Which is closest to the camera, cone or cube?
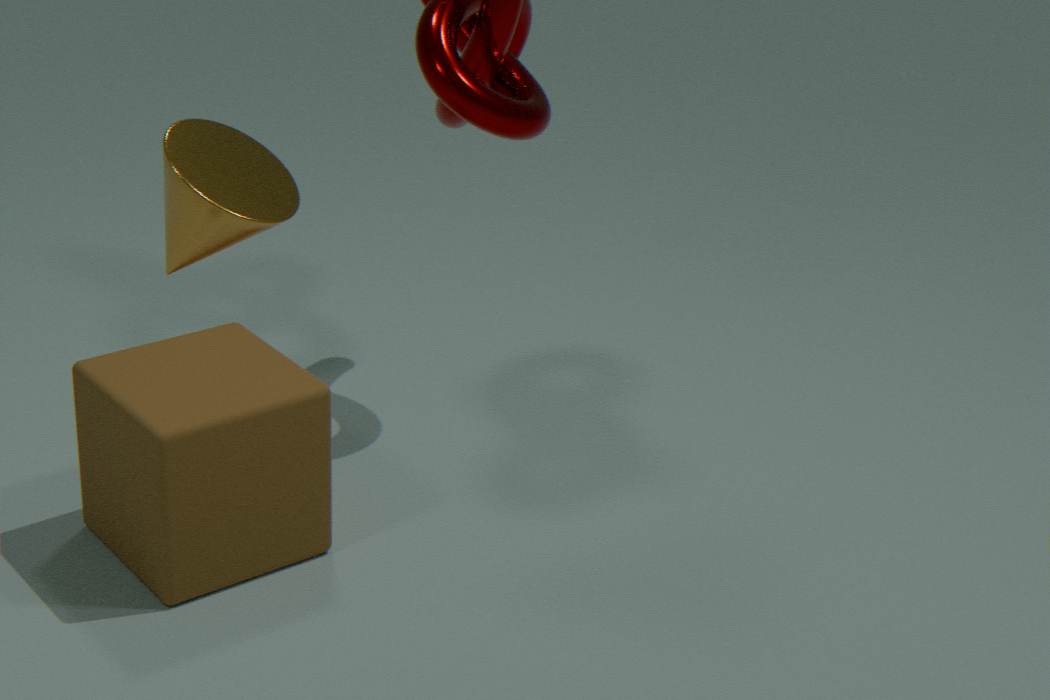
cone
